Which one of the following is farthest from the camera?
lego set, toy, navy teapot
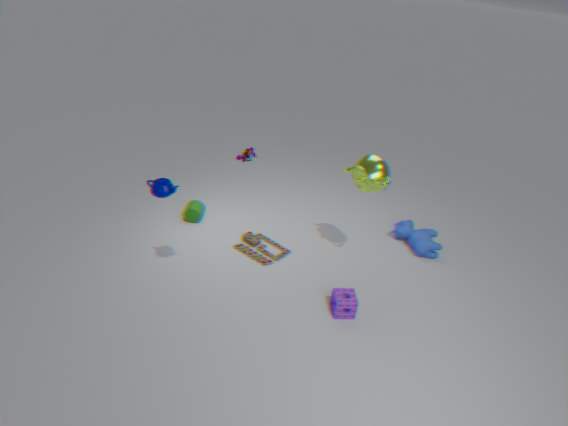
lego set
